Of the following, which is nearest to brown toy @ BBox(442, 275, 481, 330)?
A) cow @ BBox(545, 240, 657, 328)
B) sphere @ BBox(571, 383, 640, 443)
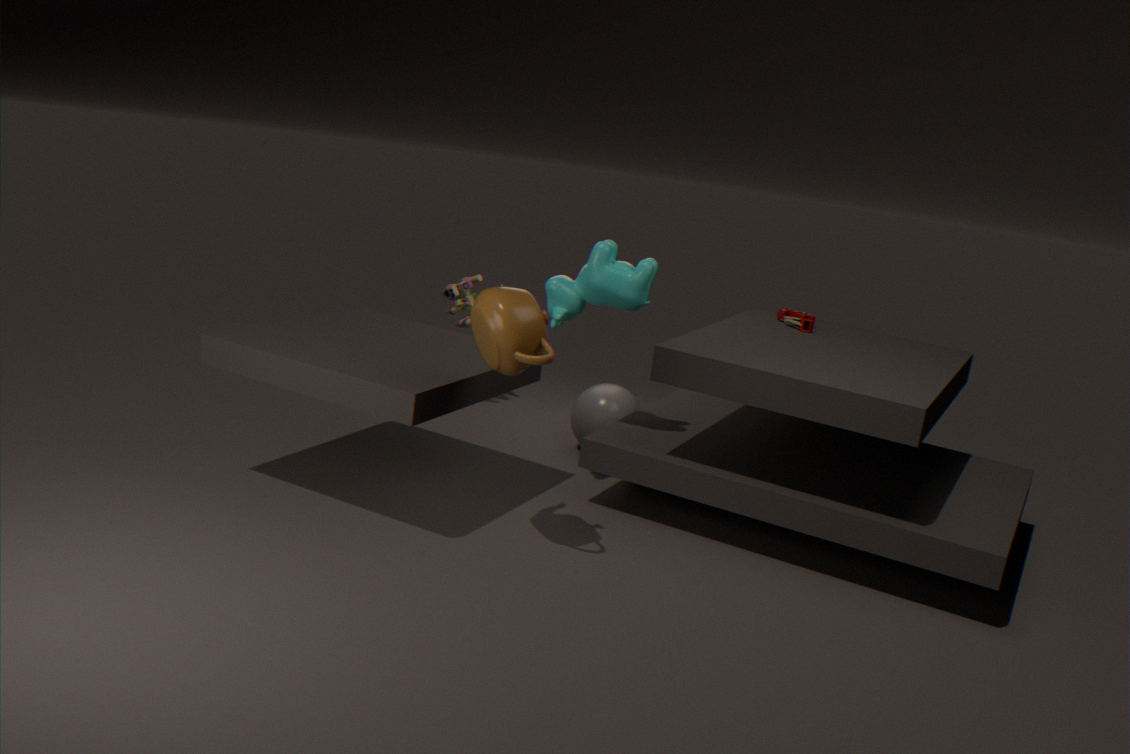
sphere @ BBox(571, 383, 640, 443)
